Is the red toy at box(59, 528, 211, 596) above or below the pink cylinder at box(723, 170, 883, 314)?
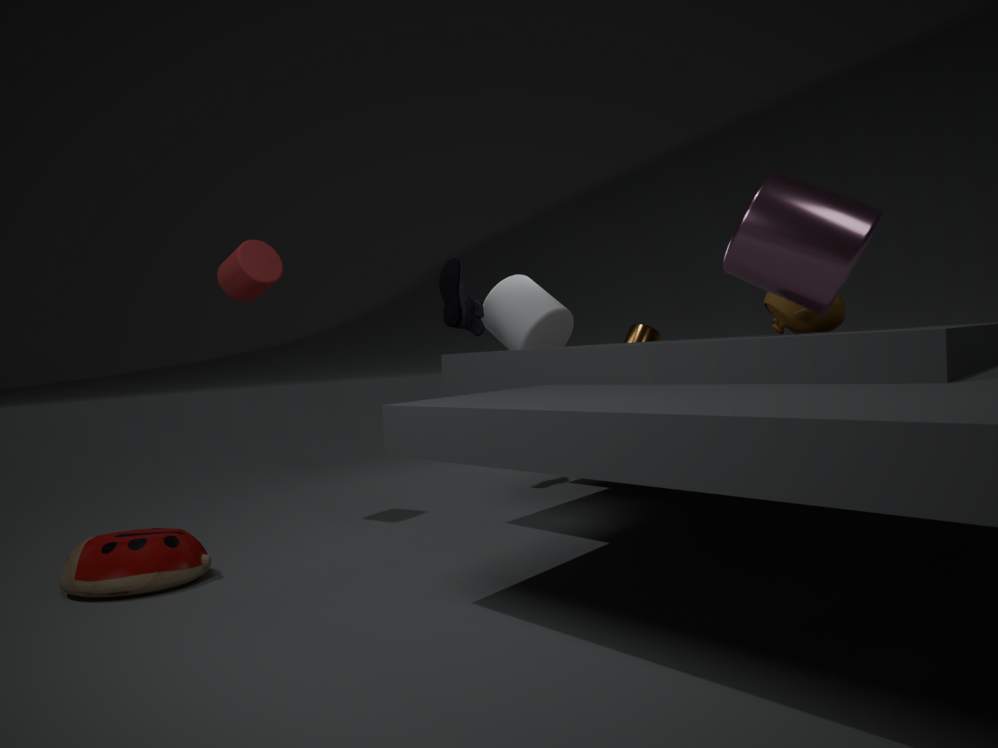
below
